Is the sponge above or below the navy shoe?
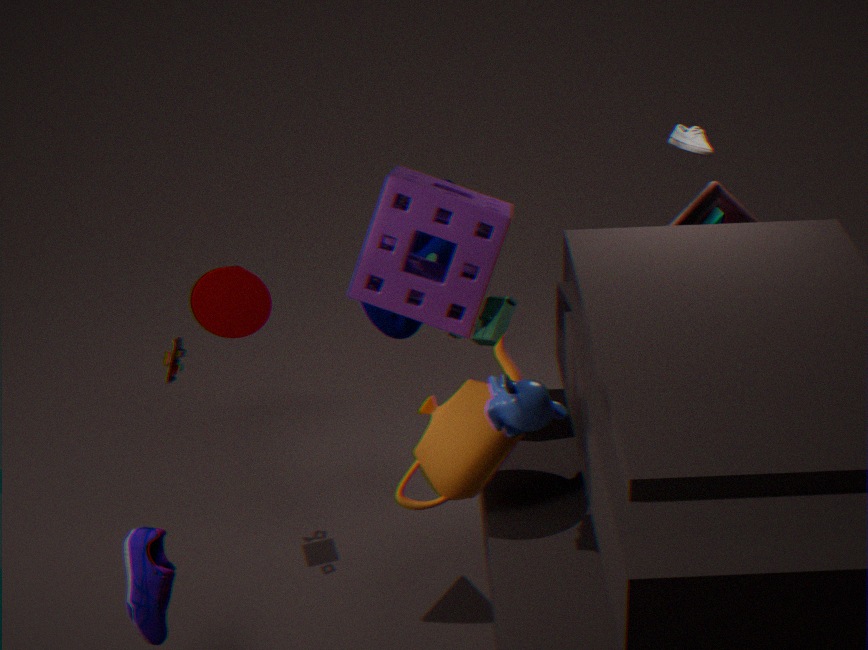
above
